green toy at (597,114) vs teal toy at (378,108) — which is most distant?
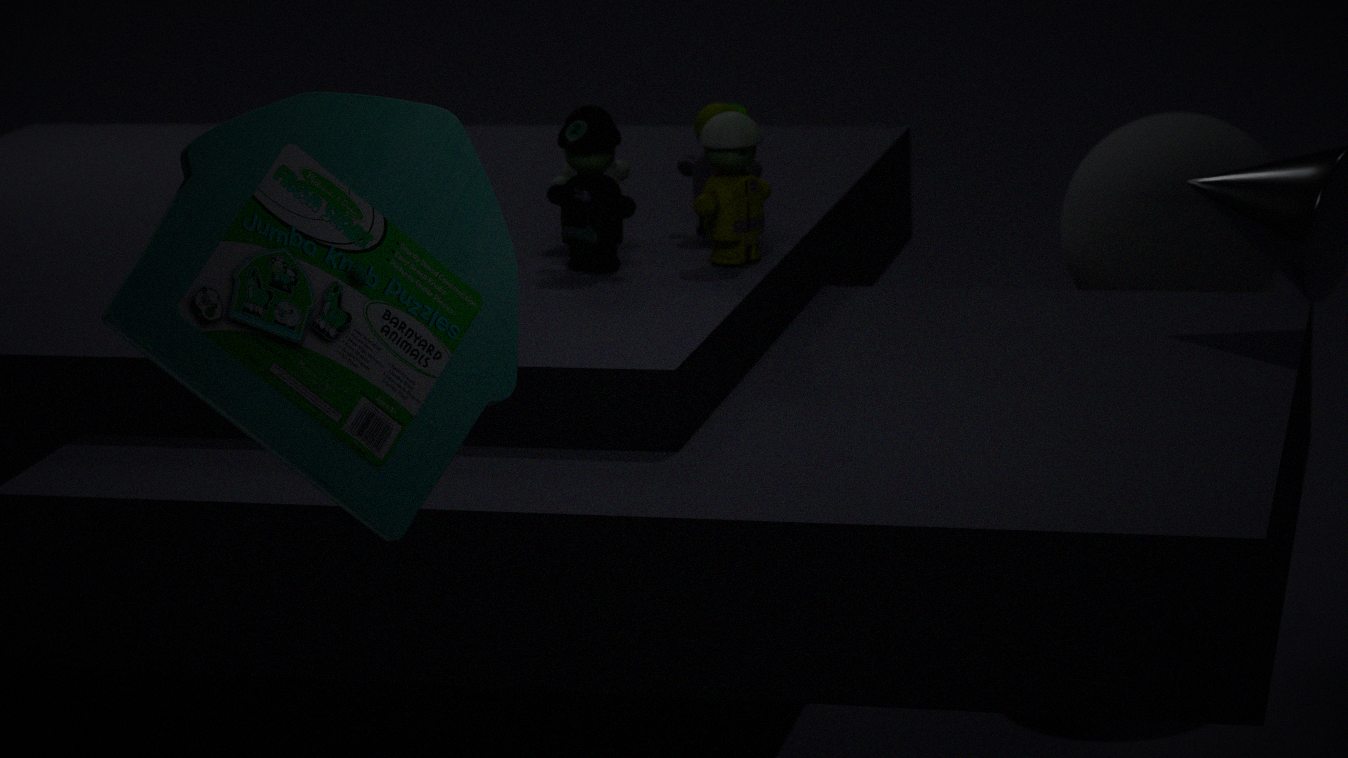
green toy at (597,114)
